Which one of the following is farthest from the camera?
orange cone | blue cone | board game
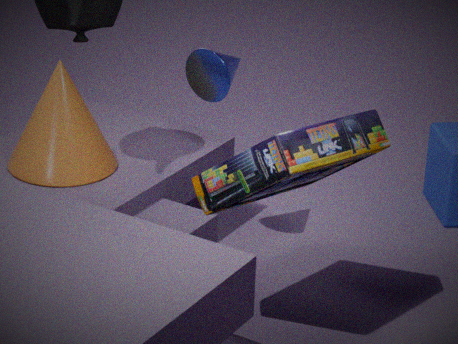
orange cone
